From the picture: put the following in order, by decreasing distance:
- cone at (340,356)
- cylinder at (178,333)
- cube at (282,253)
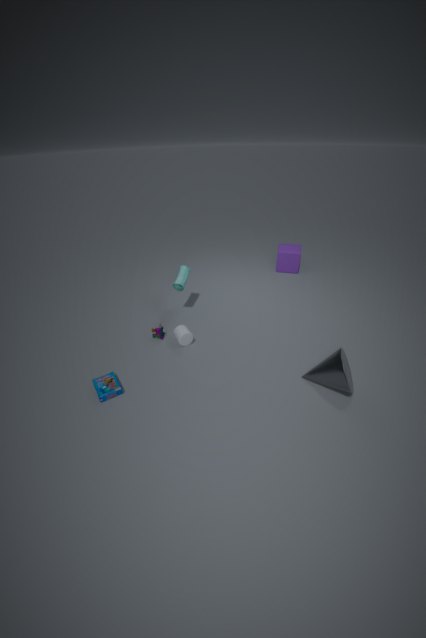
1. cube at (282,253)
2. cylinder at (178,333)
3. cone at (340,356)
